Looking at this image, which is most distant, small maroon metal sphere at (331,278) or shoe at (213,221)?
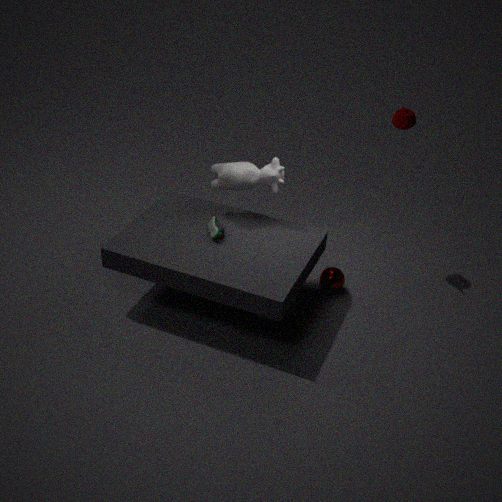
small maroon metal sphere at (331,278)
